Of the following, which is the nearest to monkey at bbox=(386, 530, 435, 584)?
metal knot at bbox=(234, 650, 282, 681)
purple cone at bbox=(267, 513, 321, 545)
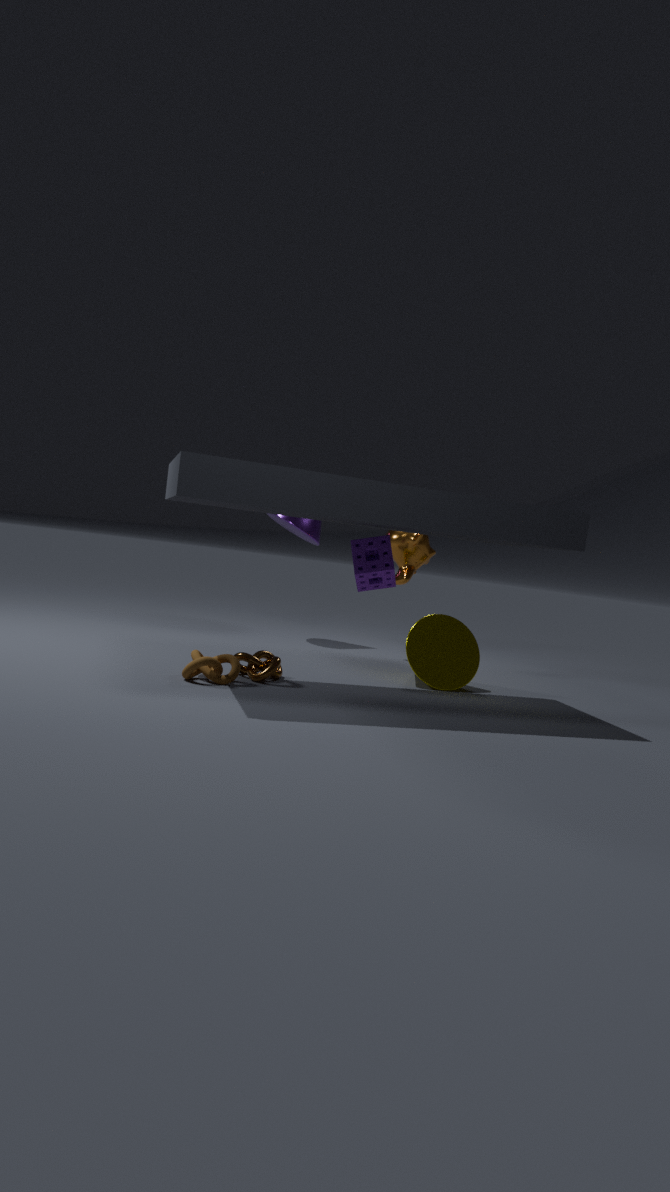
purple cone at bbox=(267, 513, 321, 545)
